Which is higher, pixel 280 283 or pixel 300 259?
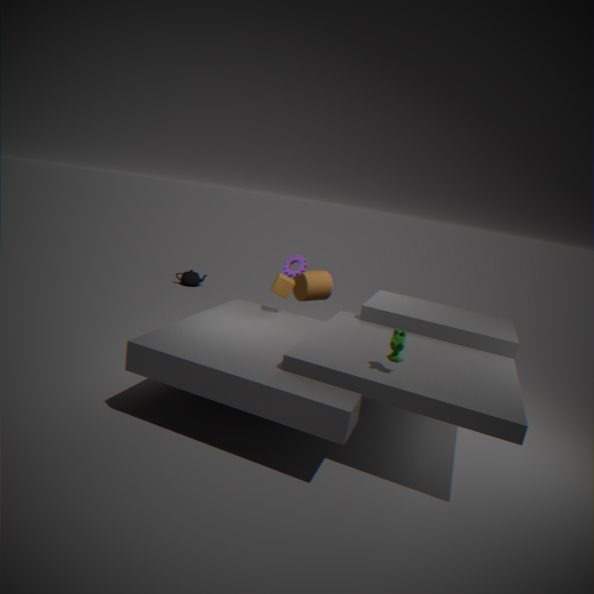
pixel 300 259
